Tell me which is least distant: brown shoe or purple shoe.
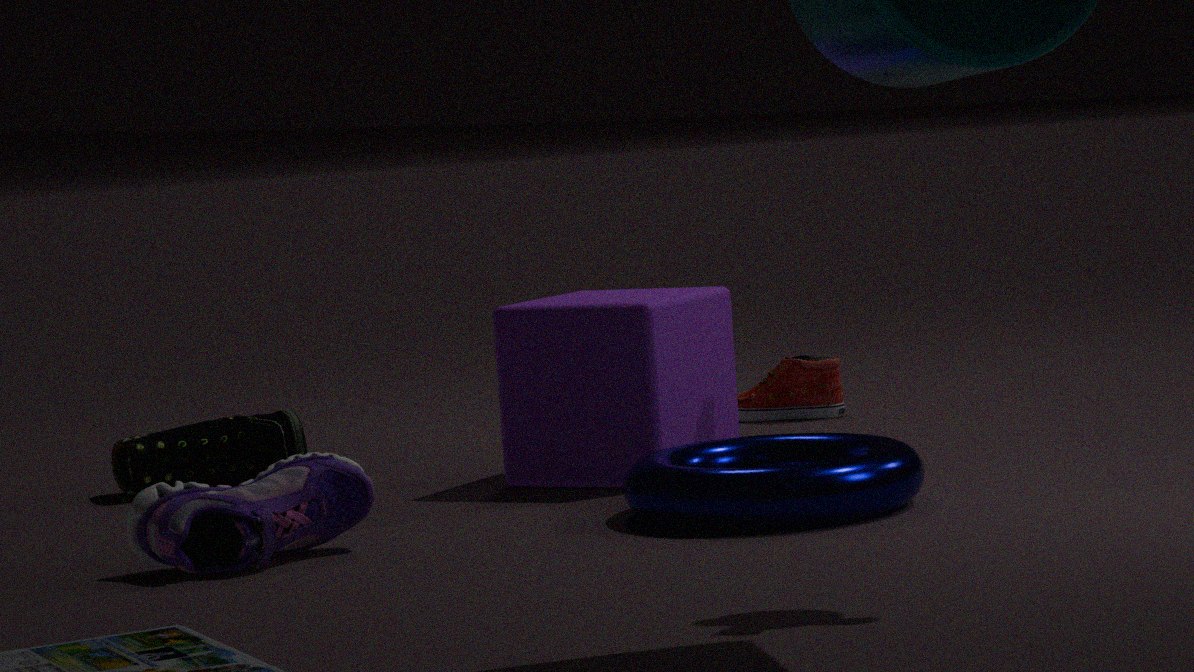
purple shoe
